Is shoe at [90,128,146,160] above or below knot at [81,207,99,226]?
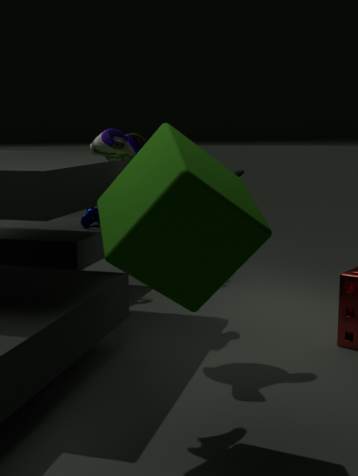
above
